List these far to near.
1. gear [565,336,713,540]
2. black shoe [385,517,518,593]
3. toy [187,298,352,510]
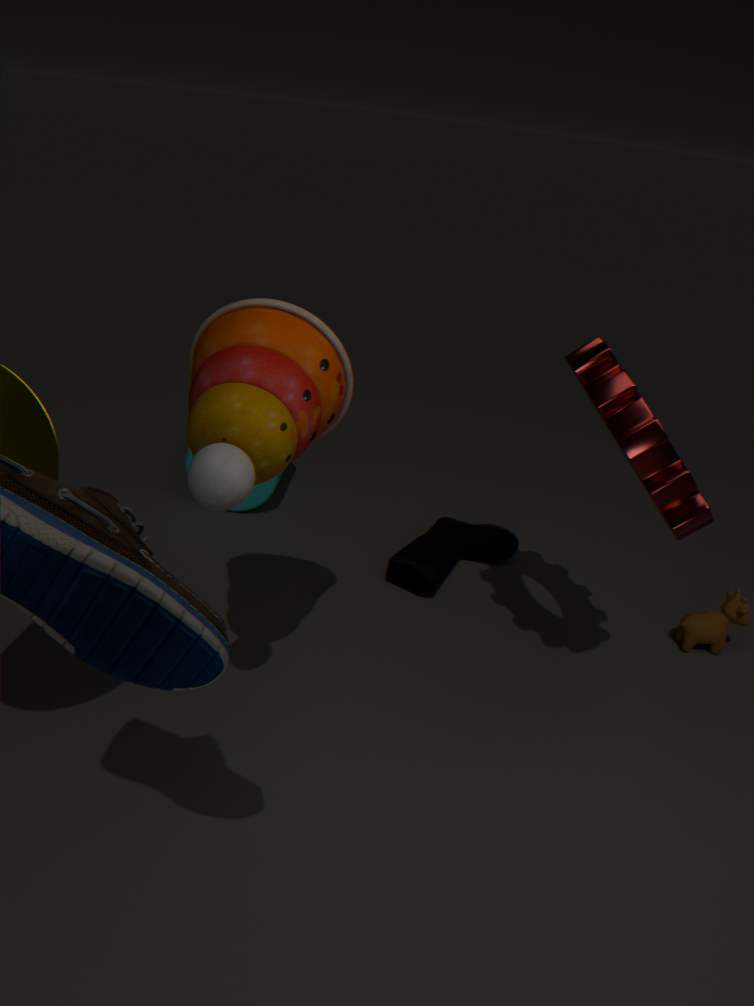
black shoe [385,517,518,593] < gear [565,336,713,540] < toy [187,298,352,510]
